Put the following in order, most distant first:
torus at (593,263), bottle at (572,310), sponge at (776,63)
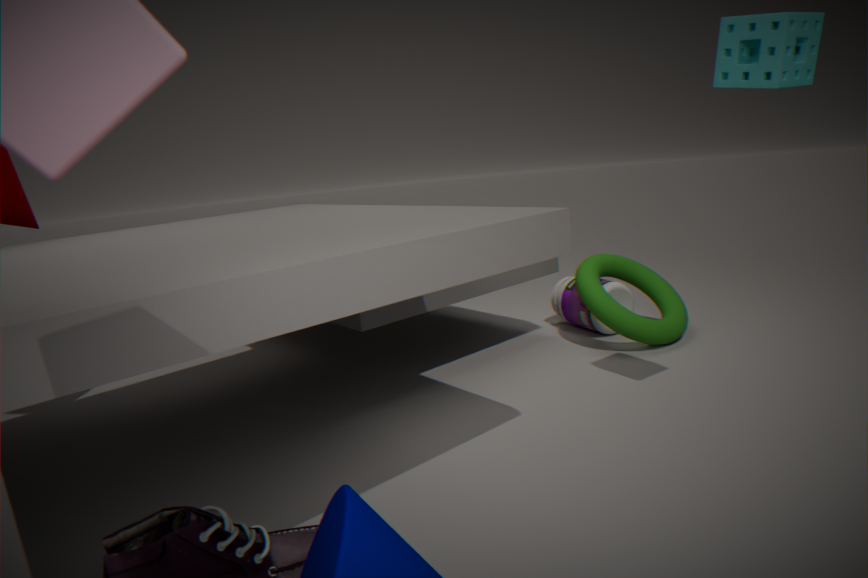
bottle at (572,310) < torus at (593,263) < sponge at (776,63)
